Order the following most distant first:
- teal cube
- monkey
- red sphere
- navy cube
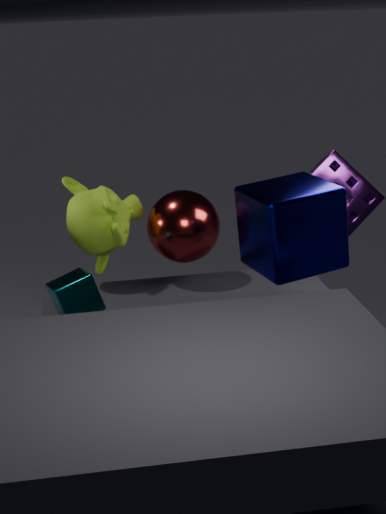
red sphere < monkey < teal cube < navy cube
